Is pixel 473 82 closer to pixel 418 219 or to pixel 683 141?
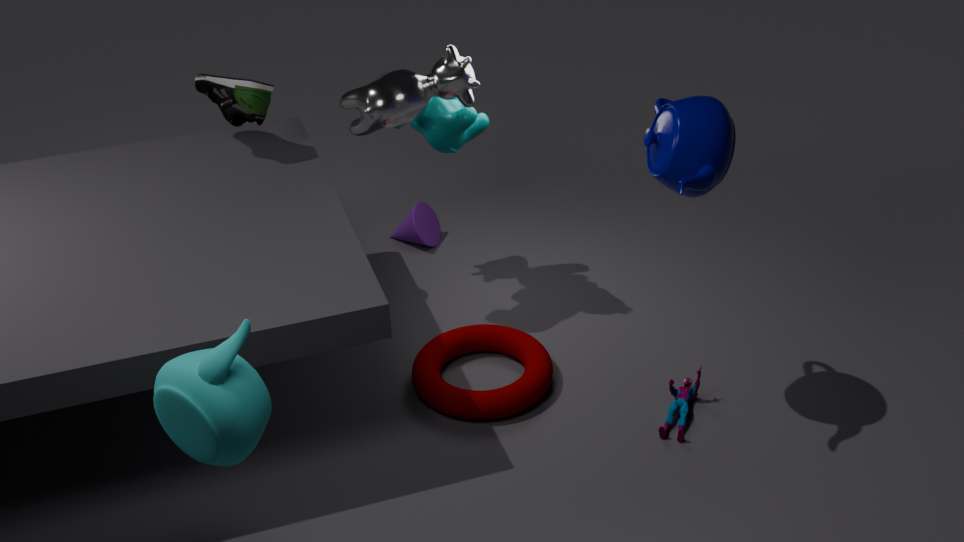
pixel 418 219
